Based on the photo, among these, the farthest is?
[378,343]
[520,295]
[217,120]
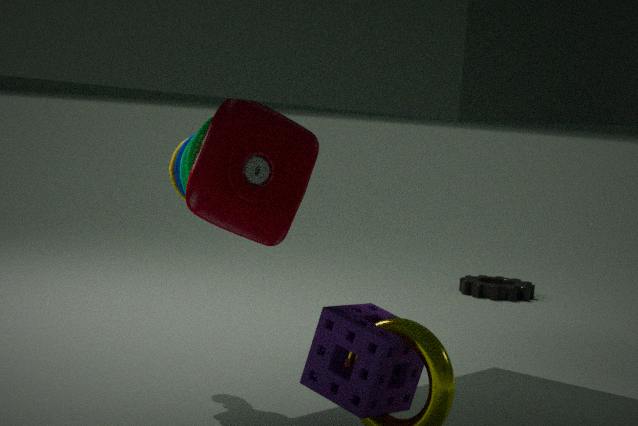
[520,295]
